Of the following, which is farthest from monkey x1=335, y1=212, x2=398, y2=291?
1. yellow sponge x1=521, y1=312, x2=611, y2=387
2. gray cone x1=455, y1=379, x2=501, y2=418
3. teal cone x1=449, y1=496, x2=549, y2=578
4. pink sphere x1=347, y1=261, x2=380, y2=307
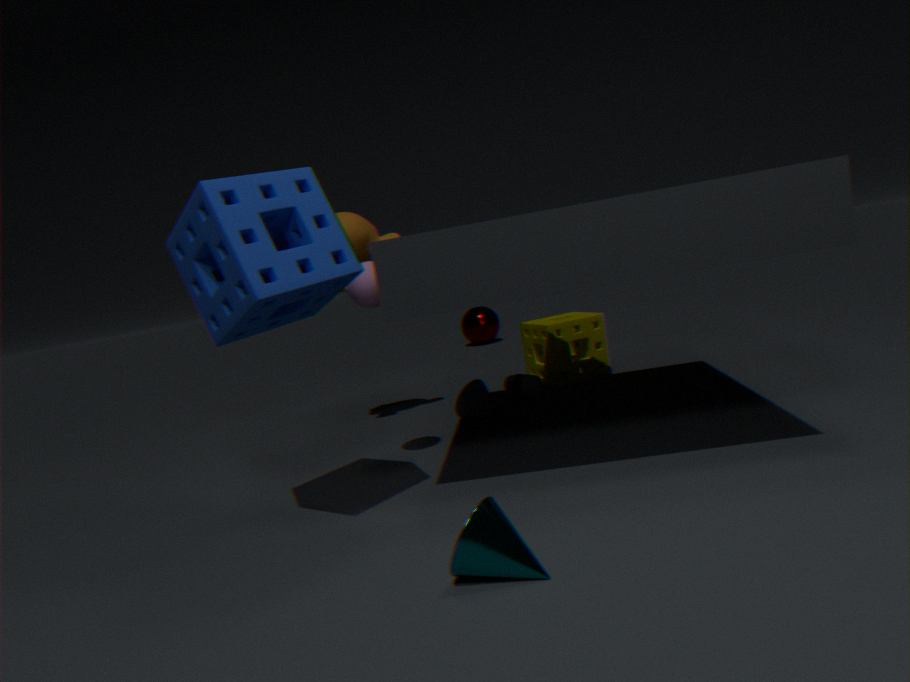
teal cone x1=449, y1=496, x2=549, y2=578
